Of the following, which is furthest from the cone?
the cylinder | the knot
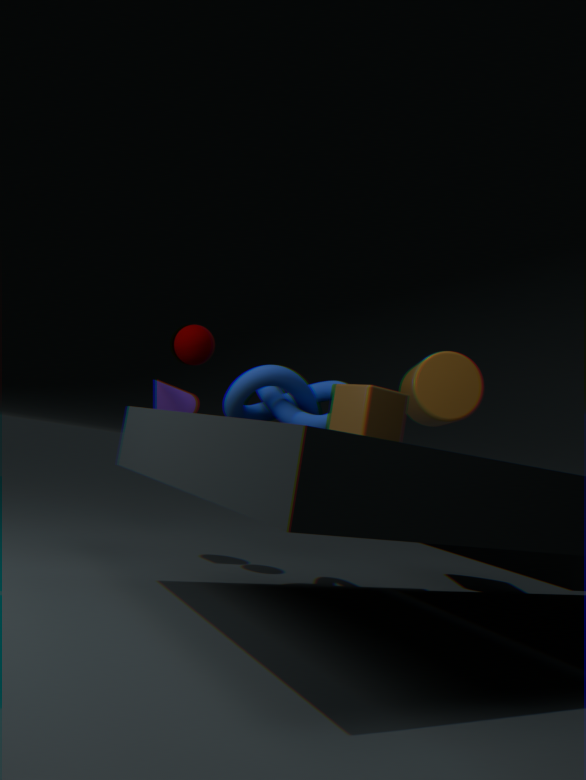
the cylinder
